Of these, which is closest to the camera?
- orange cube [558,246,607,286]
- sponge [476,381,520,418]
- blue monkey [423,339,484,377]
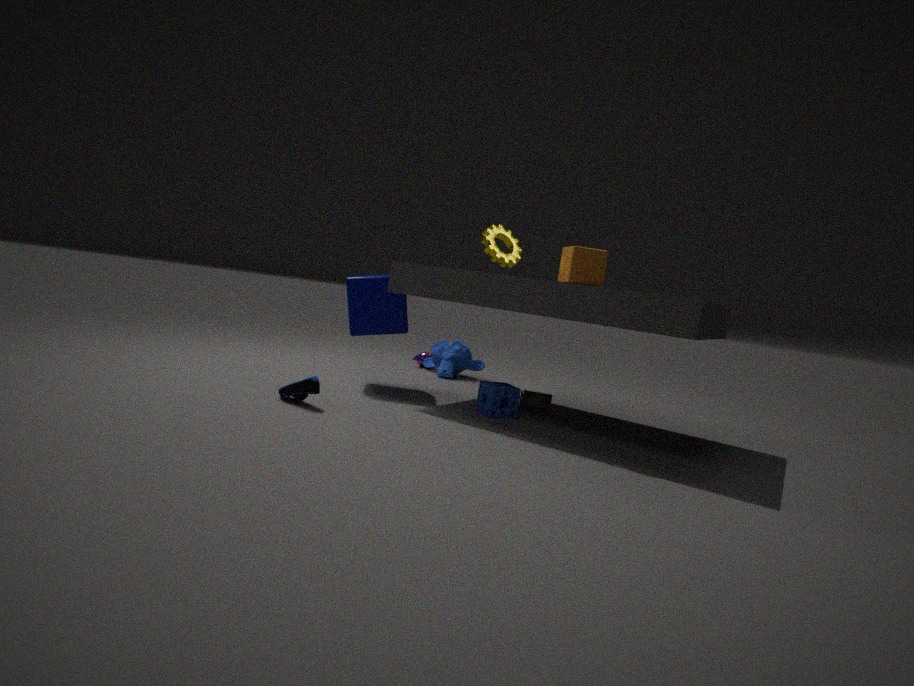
orange cube [558,246,607,286]
